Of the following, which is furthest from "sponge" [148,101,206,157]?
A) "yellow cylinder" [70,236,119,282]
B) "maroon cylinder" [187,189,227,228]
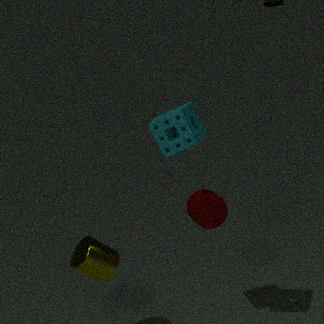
"yellow cylinder" [70,236,119,282]
